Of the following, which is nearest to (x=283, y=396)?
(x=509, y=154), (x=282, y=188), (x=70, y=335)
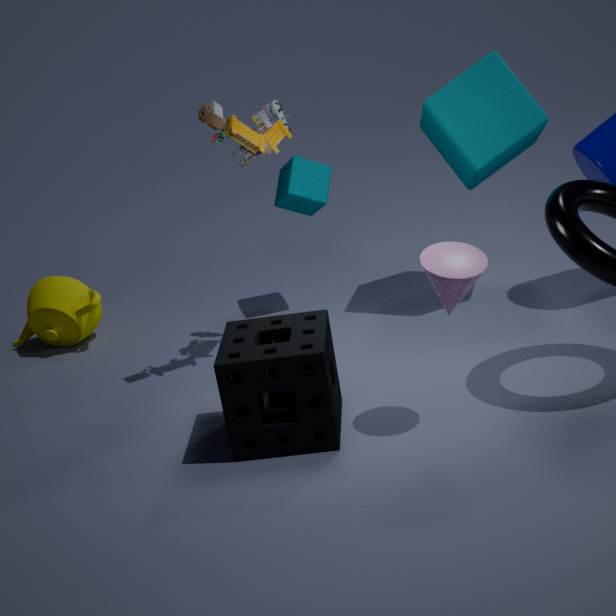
(x=282, y=188)
